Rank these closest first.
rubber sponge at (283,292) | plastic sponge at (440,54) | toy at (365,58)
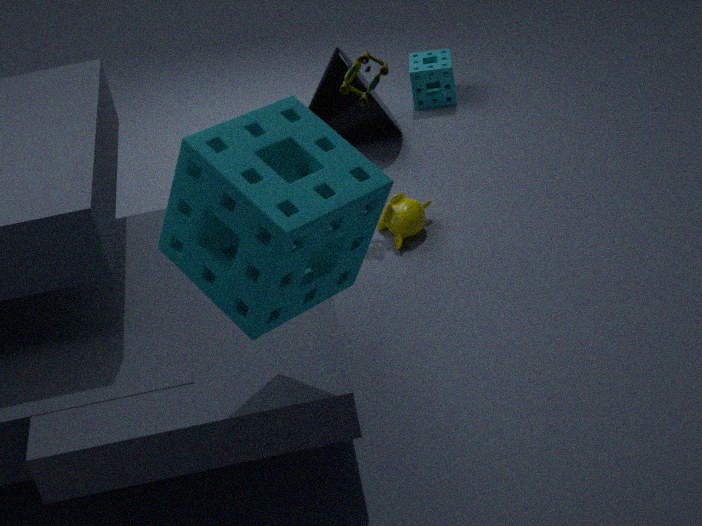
rubber sponge at (283,292) < toy at (365,58) < plastic sponge at (440,54)
